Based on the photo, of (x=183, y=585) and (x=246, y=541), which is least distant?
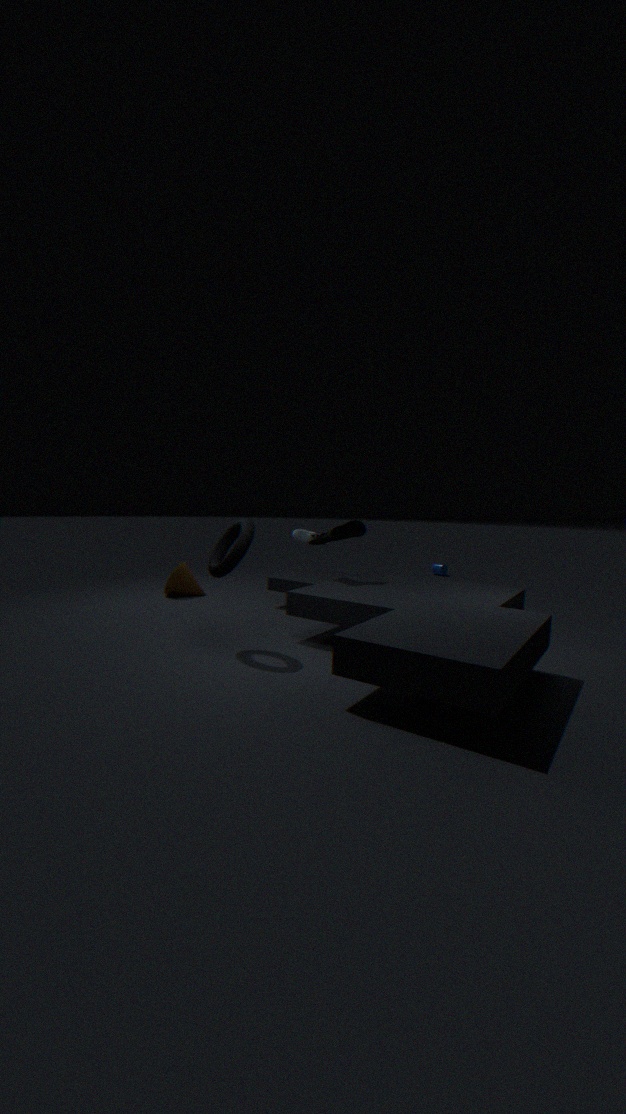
(x=246, y=541)
